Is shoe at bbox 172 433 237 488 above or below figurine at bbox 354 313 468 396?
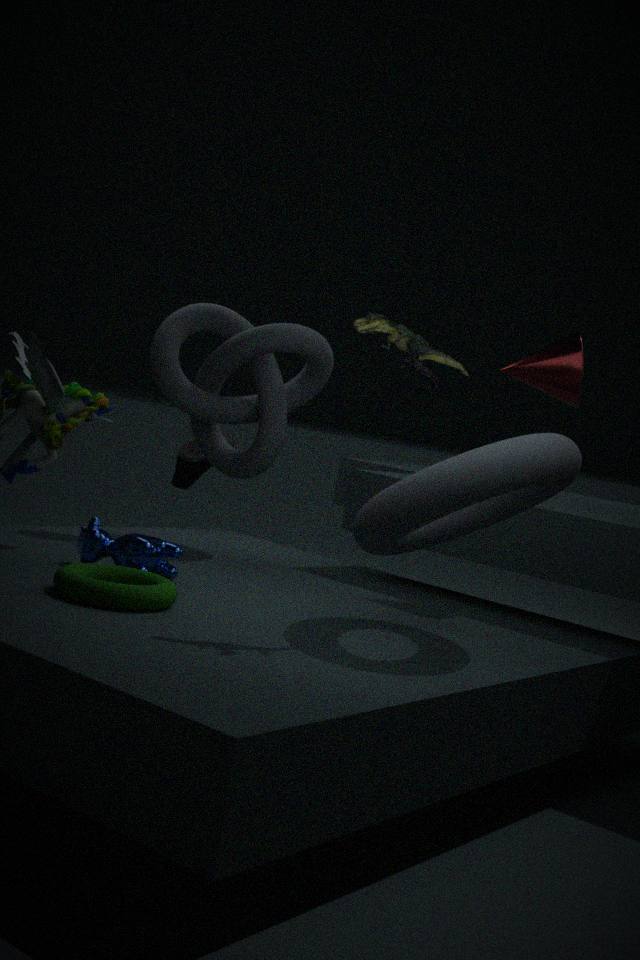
below
